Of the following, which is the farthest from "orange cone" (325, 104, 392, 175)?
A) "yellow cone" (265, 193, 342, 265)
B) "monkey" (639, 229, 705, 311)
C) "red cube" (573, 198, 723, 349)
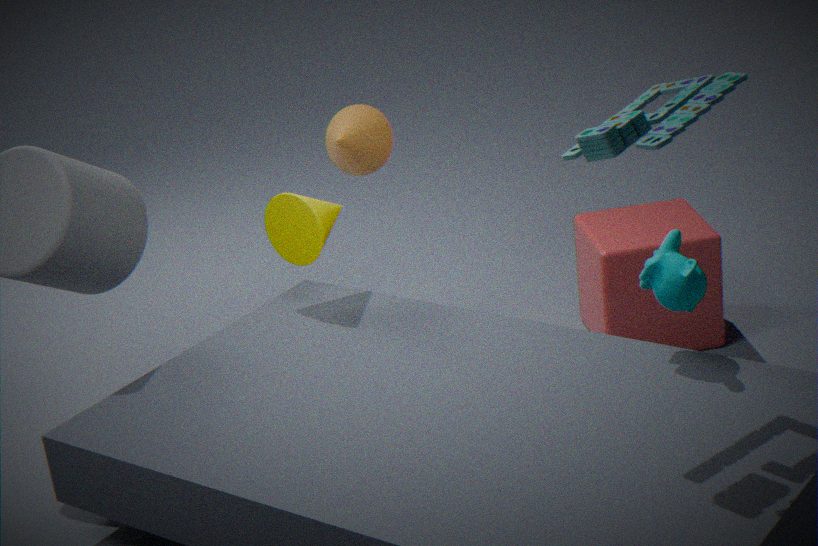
"monkey" (639, 229, 705, 311)
